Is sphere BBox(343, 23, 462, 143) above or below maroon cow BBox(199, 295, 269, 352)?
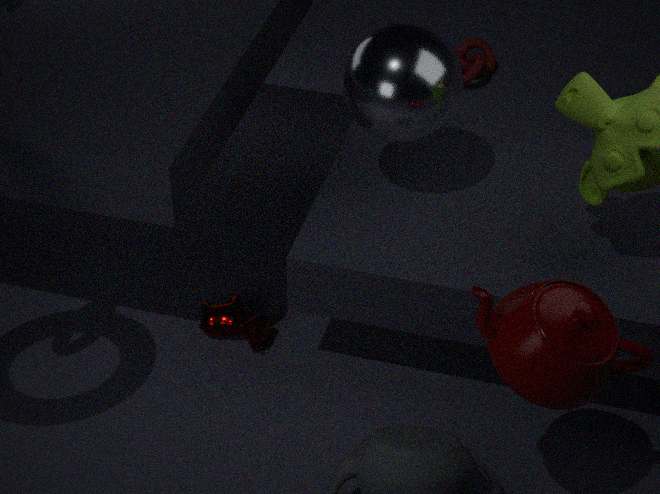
above
